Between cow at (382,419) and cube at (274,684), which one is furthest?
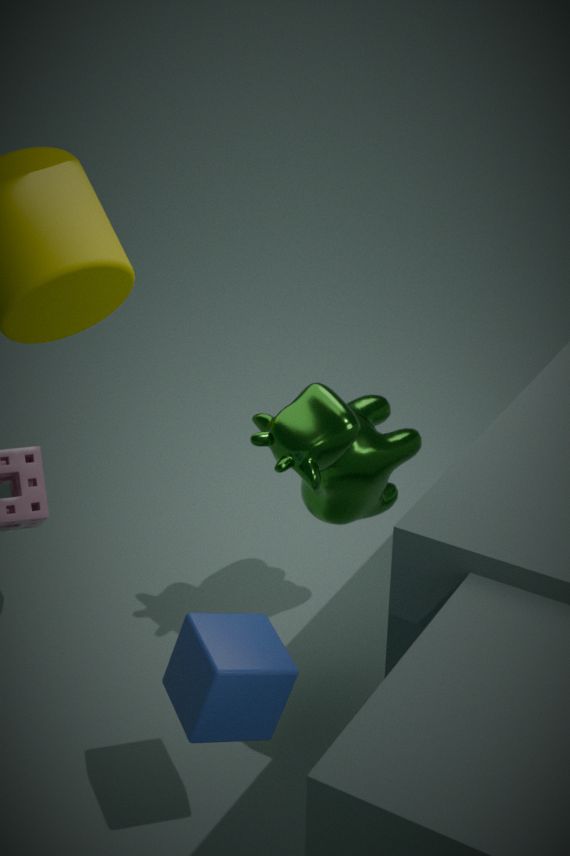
cow at (382,419)
